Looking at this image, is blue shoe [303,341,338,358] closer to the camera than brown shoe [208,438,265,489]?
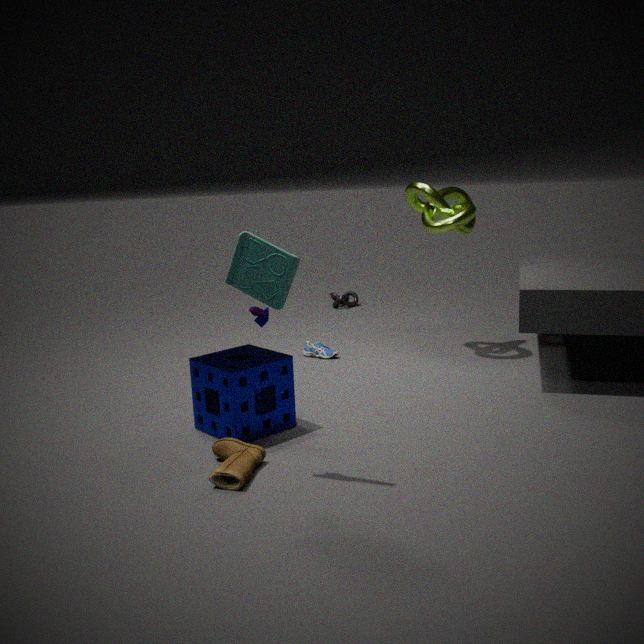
No
